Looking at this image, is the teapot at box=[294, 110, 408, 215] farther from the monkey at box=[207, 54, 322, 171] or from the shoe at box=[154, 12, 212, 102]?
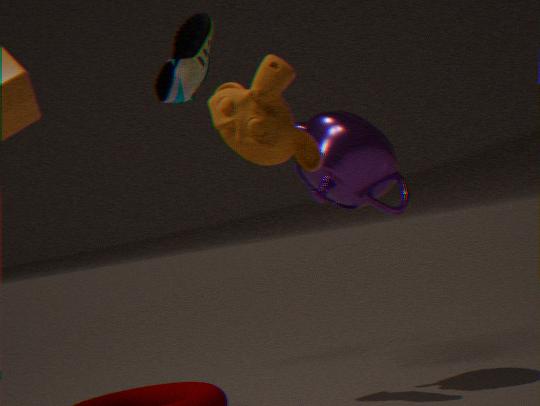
the monkey at box=[207, 54, 322, 171]
